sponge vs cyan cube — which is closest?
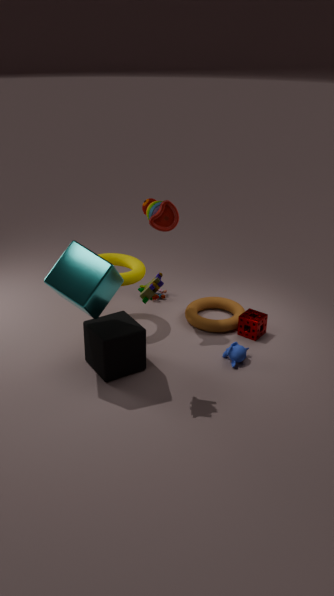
cyan cube
